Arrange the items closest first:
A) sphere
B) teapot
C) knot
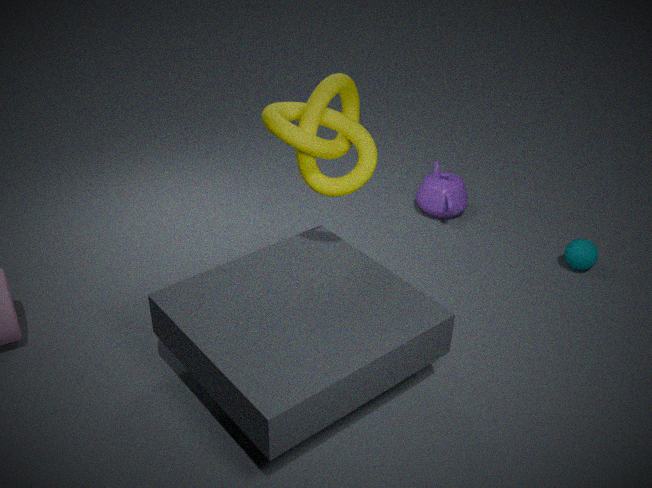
knot
sphere
teapot
